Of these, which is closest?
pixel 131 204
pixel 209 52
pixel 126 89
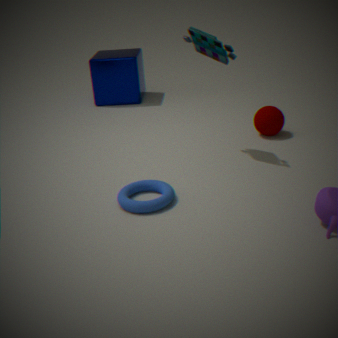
pixel 131 204
